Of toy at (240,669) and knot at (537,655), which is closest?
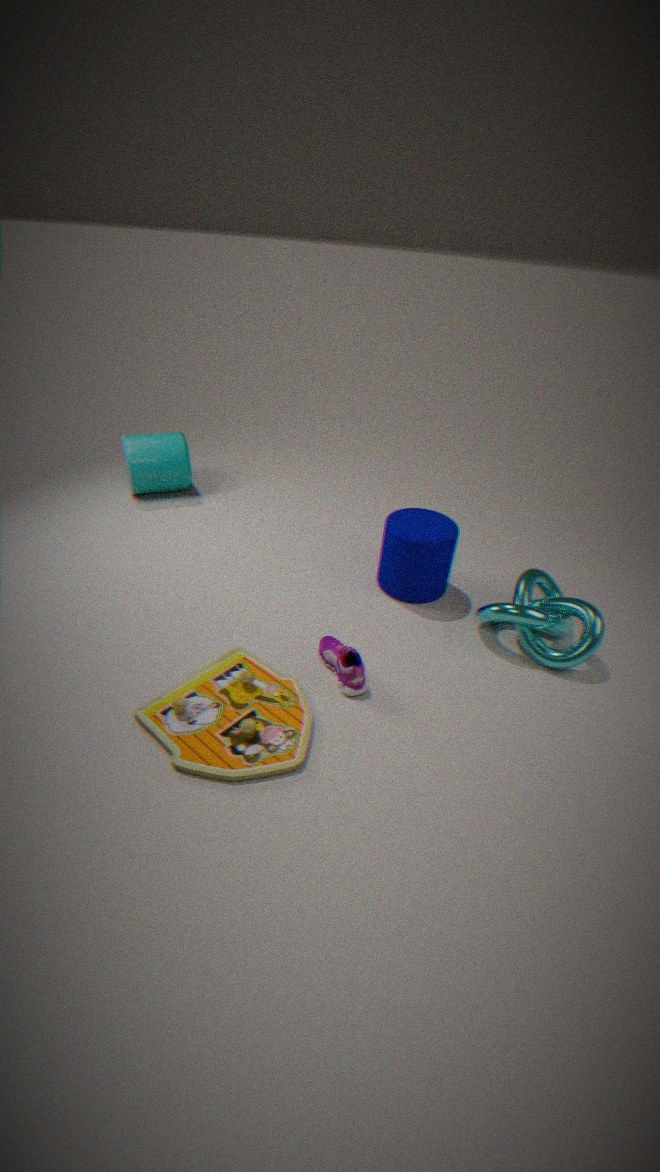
toy at (240,669)
